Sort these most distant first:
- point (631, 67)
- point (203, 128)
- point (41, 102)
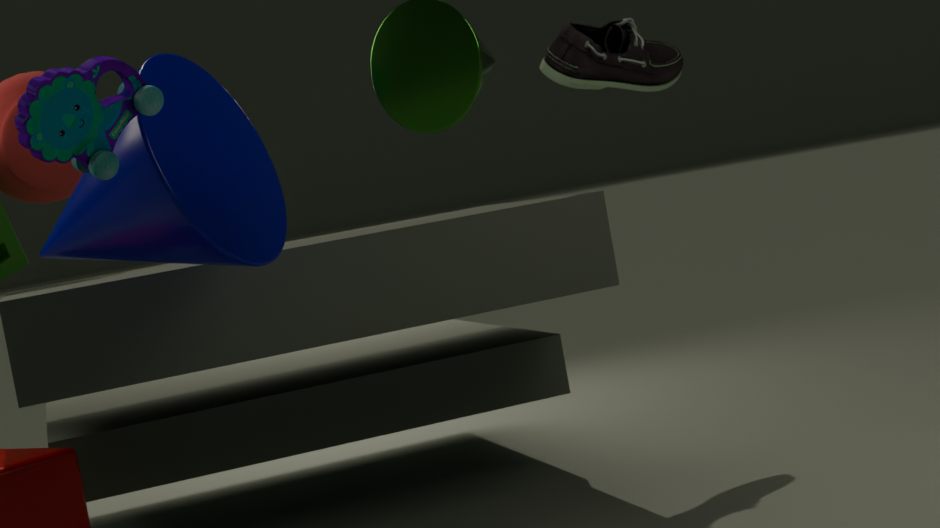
point (631, 67)
point (203, 128)
point (41, 102)
